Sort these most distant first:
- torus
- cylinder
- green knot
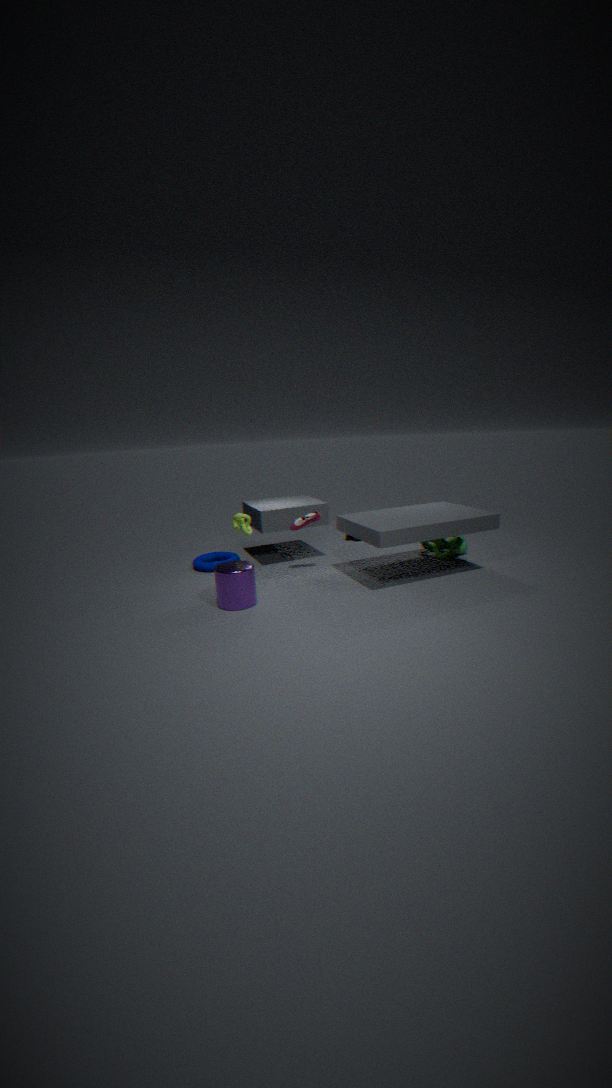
torus < green knot < cylinder
